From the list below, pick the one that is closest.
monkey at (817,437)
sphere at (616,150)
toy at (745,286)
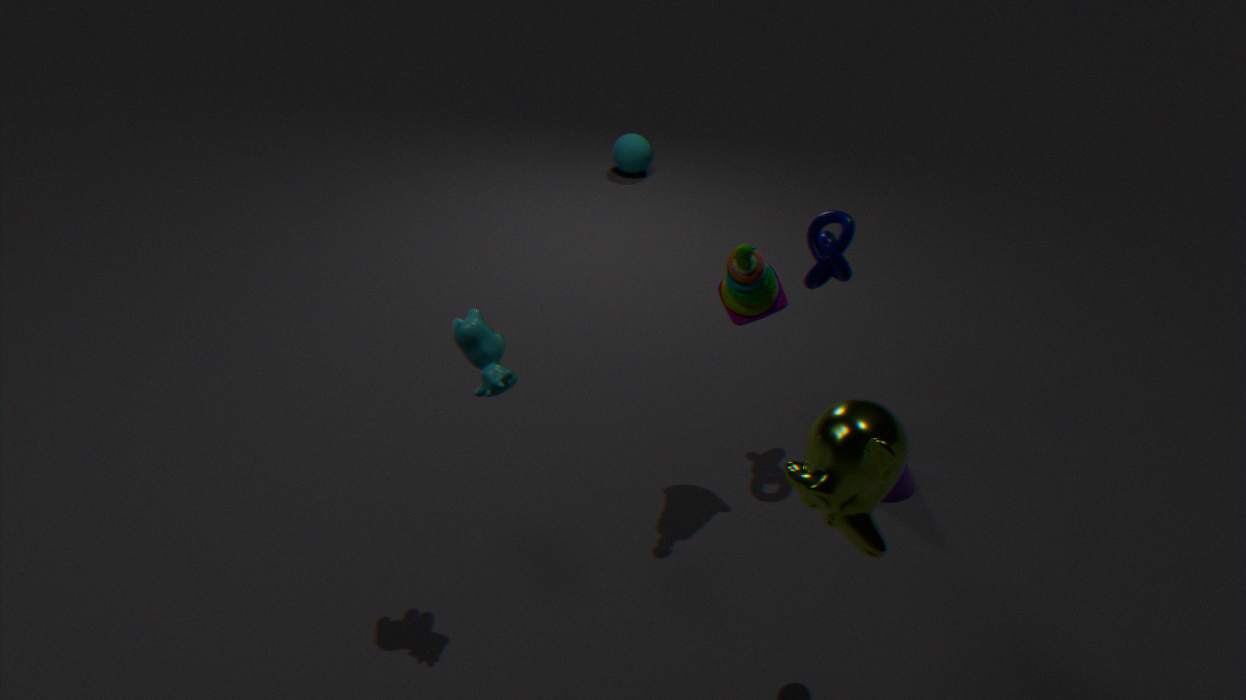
monkey at (817,437)
